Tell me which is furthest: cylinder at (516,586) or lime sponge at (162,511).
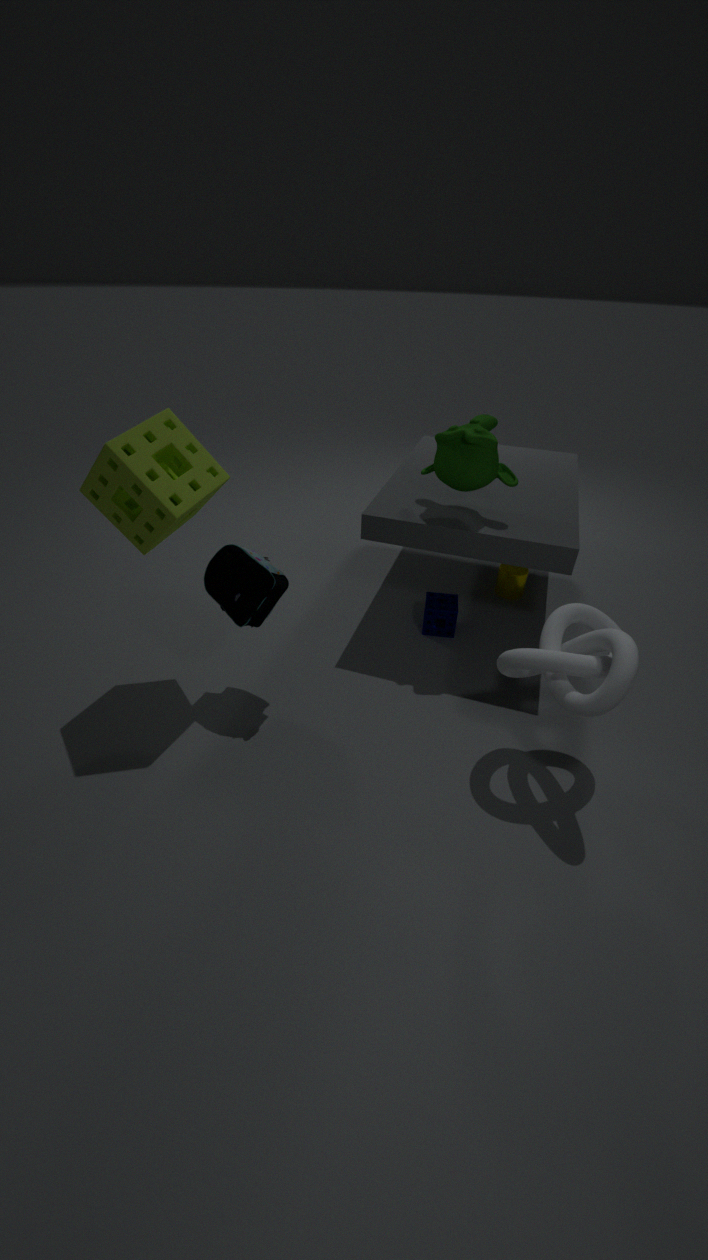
cylinder at (516,586)
